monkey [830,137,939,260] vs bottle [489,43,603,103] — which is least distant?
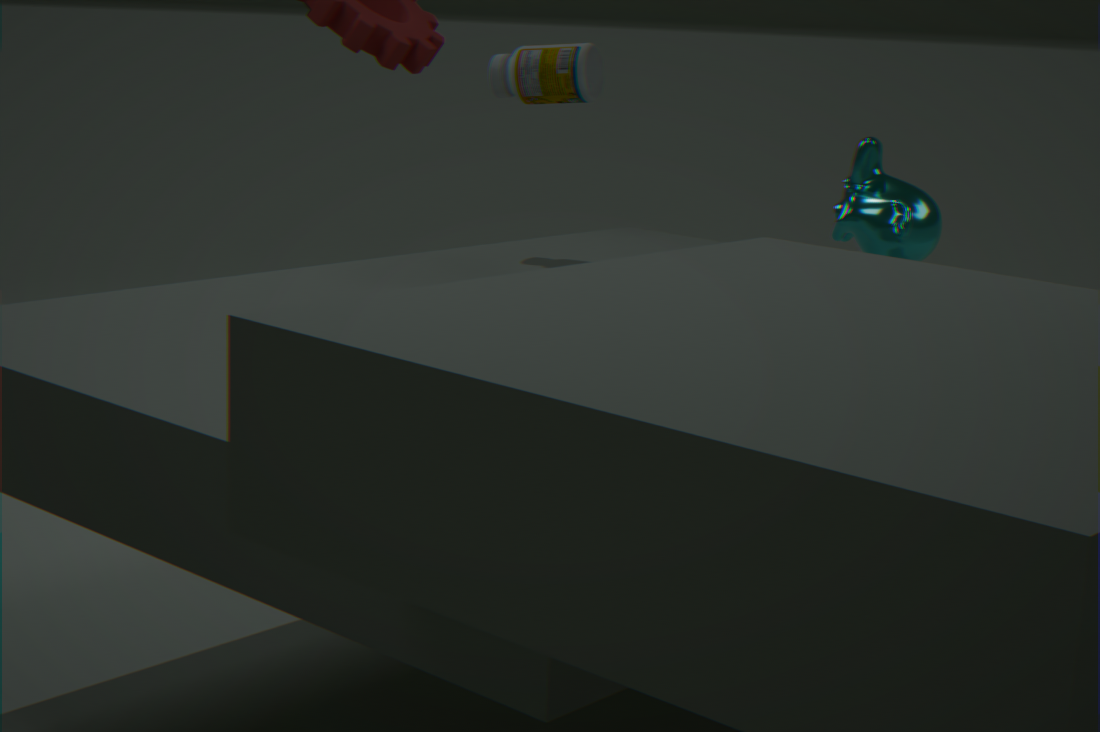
monkey [830,137,939,260]
